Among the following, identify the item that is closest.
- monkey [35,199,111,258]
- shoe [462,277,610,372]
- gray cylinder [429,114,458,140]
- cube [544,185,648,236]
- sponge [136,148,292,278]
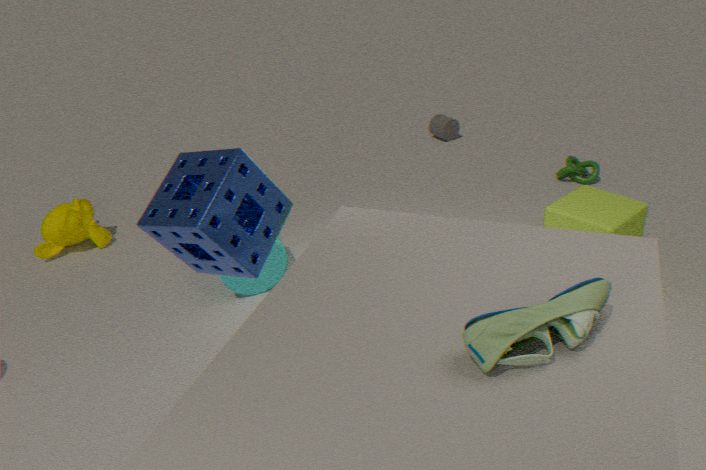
shoe [462,277,610,372]
